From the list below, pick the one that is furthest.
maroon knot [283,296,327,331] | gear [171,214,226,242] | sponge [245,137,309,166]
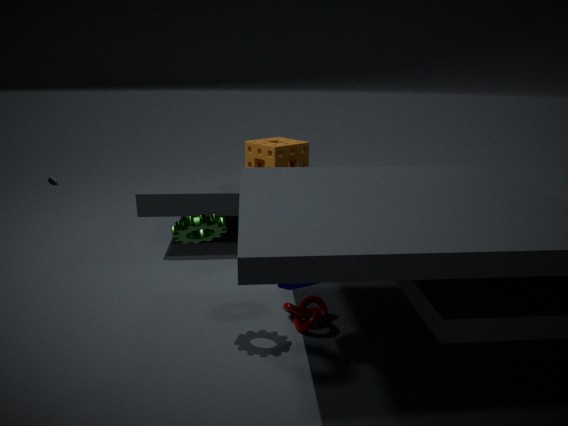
sponge [245,137,309,166]
